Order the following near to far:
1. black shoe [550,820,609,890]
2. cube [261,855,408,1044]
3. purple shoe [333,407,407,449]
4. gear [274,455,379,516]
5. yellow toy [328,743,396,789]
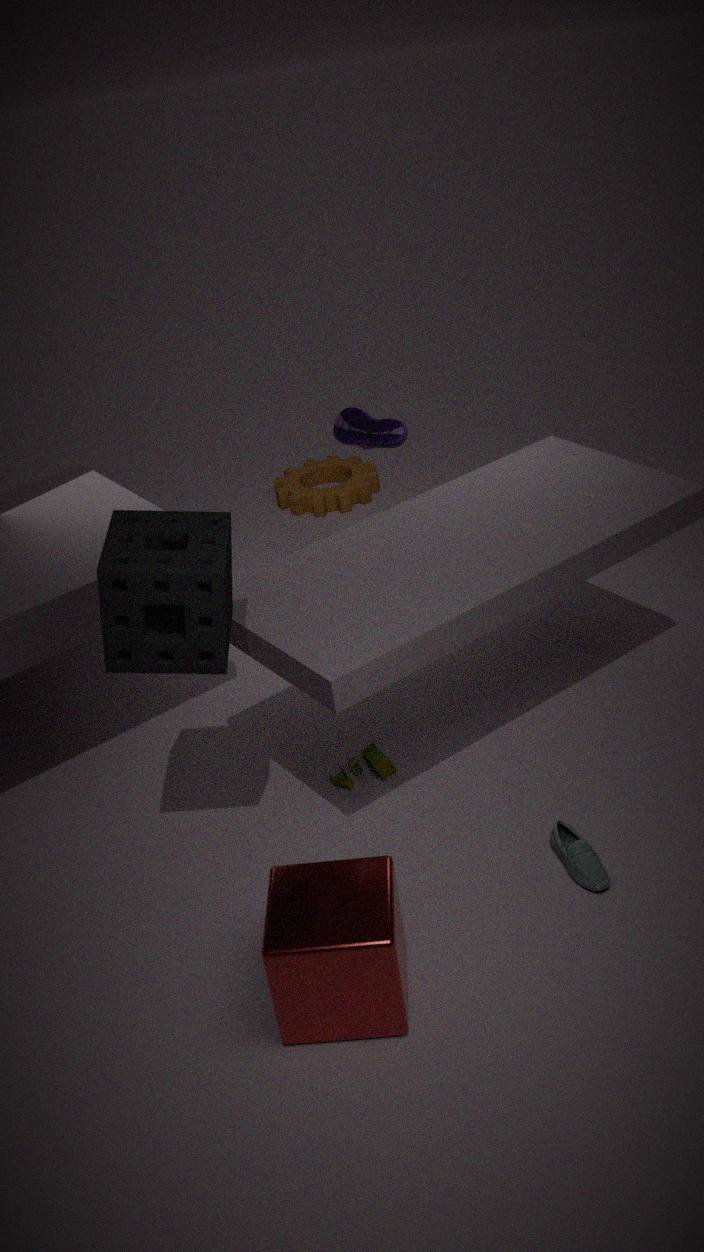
1. cube [261,855,408,1044]
2. black shoe [550,820,609,890]
3. yellow toy [328,743,396,789]
4. purple shoe [333,407,407,449]
5. gear [274,455,379,516]
